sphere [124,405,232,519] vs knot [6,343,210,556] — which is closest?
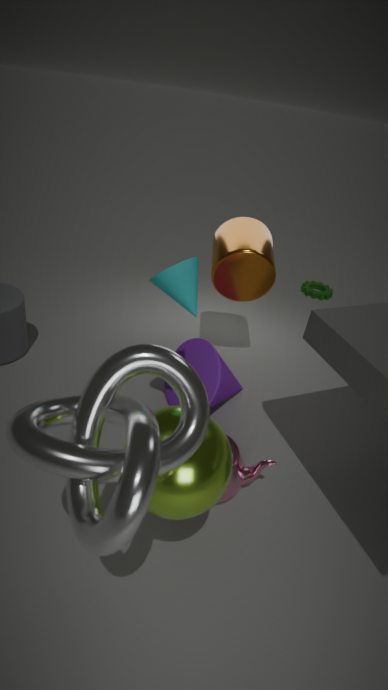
knot [6,343,210,556]
